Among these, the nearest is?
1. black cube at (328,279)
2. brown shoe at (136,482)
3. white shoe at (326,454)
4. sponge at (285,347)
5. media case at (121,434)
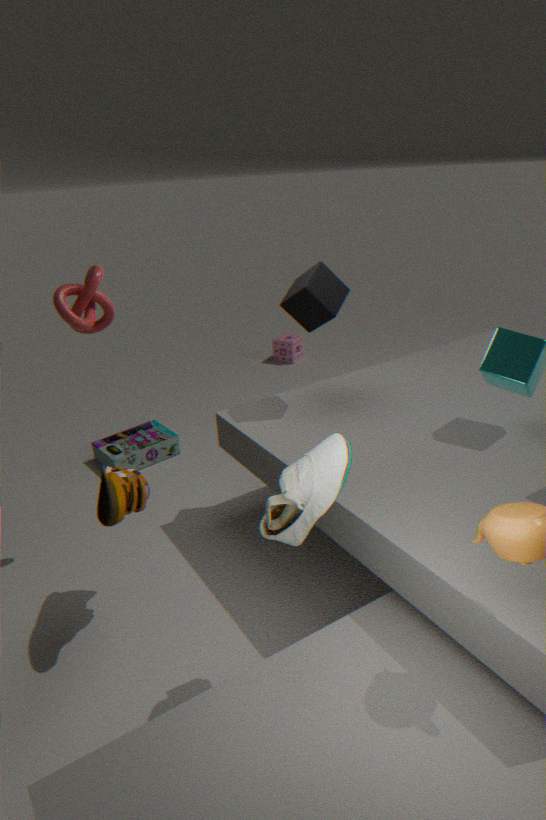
white shoe at (326,454)
